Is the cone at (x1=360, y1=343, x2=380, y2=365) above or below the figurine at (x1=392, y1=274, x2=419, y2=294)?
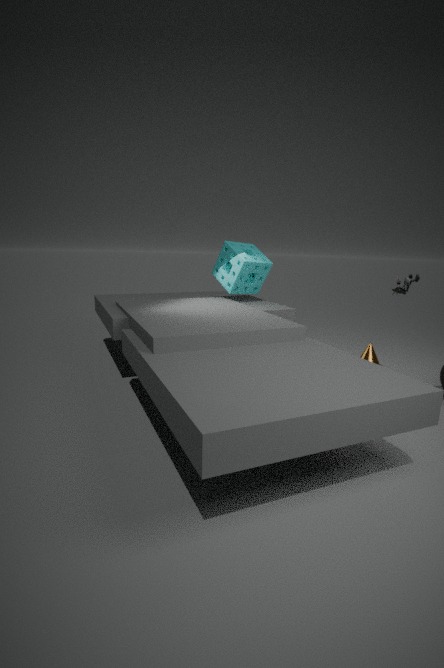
below
